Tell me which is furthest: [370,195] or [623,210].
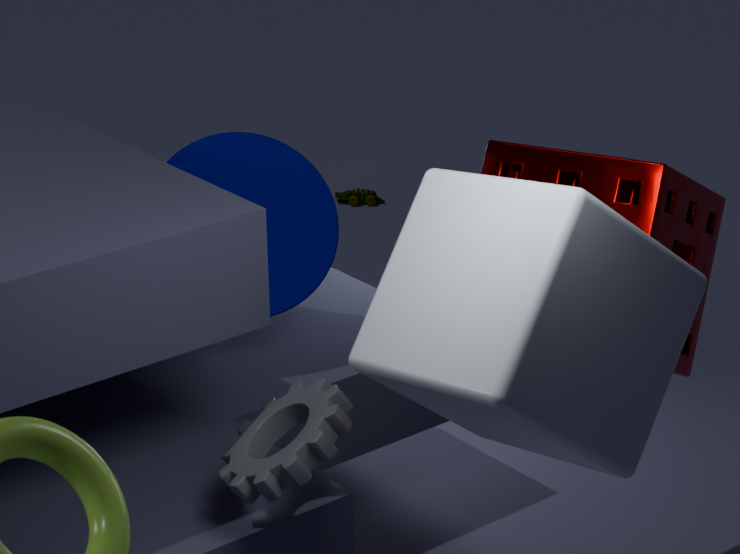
[370,195]
